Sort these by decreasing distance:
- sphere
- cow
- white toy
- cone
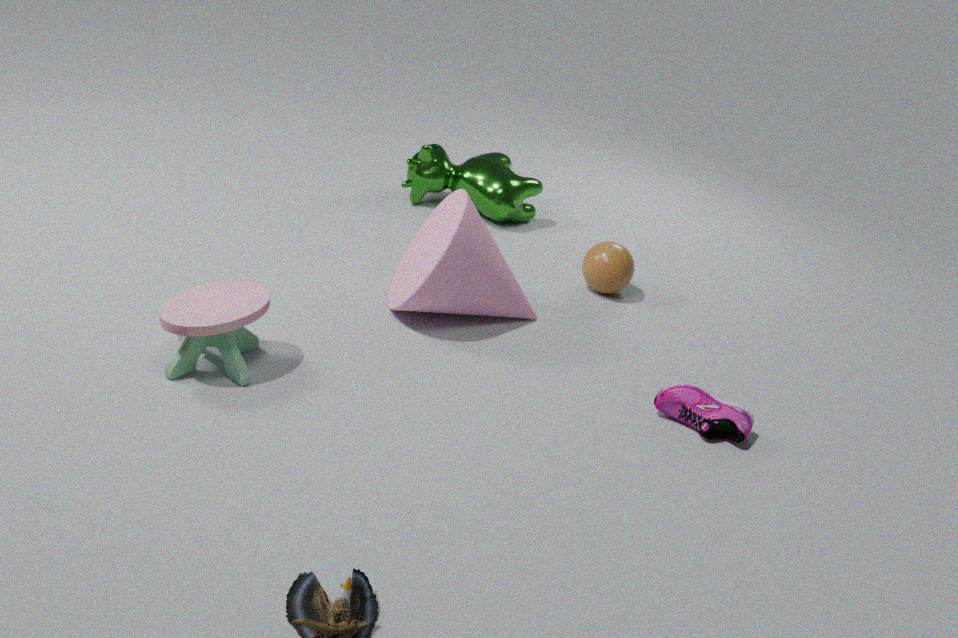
1. cow
2. sphere
3. cone
4. white toy
